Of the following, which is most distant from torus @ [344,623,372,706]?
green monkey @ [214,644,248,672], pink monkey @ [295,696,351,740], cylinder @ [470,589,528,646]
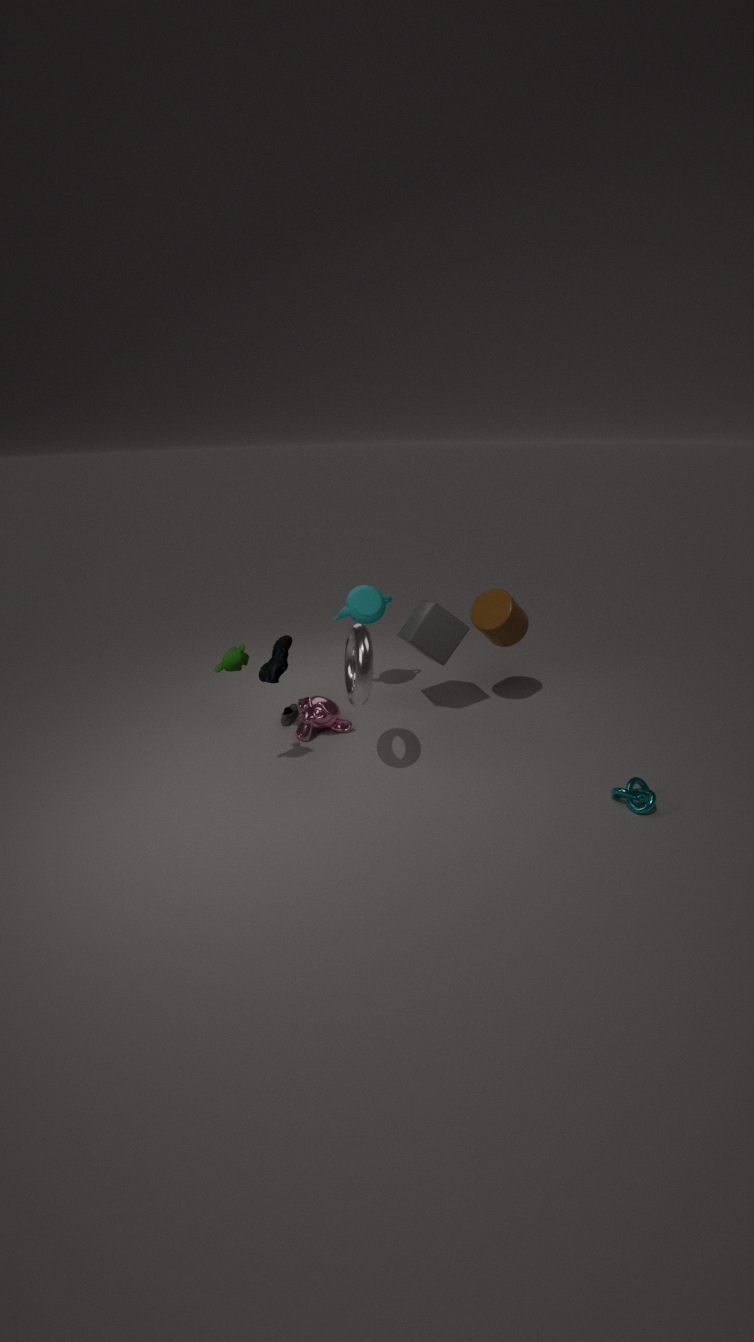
cylinder @ [470,589,528,646]
